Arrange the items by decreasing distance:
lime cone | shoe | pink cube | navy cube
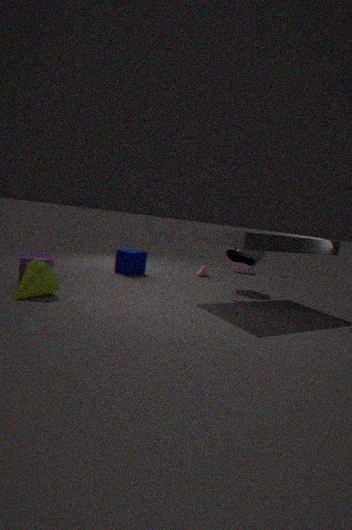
pink cube, navy cube, shoe, lime cone
